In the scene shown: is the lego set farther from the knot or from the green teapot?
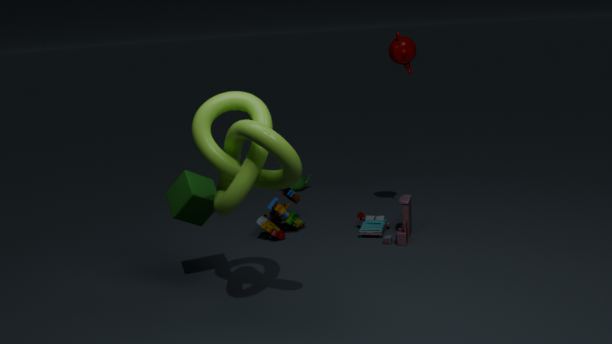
the knot
